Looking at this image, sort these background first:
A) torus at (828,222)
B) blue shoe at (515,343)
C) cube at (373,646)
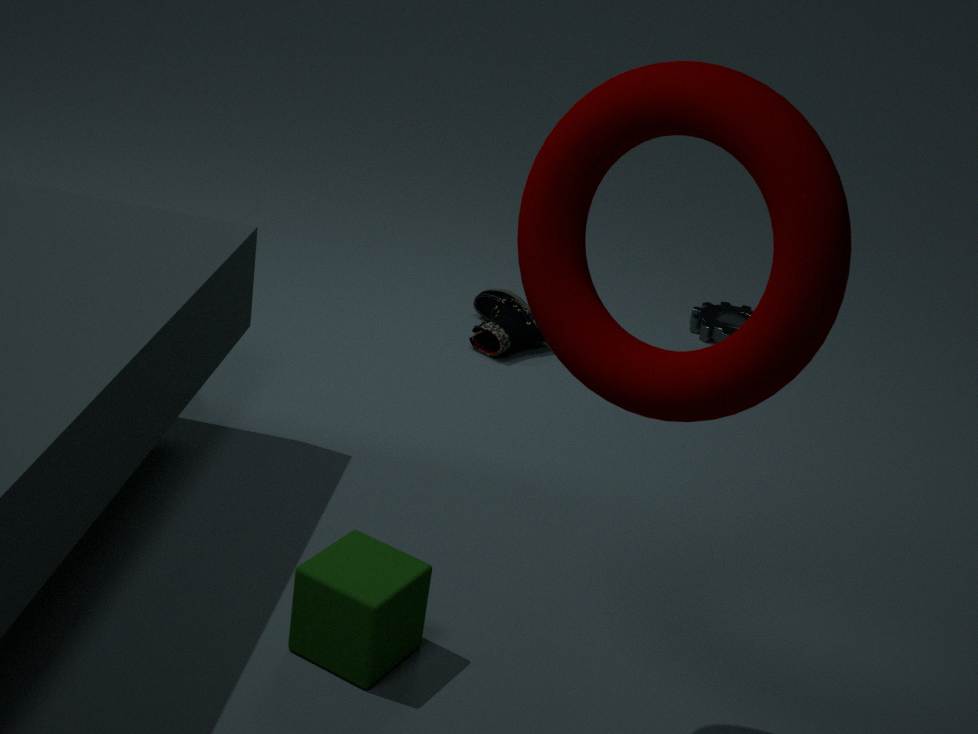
blue shoe at (515,343) < cube at (373,646) < torus at (828,222)
